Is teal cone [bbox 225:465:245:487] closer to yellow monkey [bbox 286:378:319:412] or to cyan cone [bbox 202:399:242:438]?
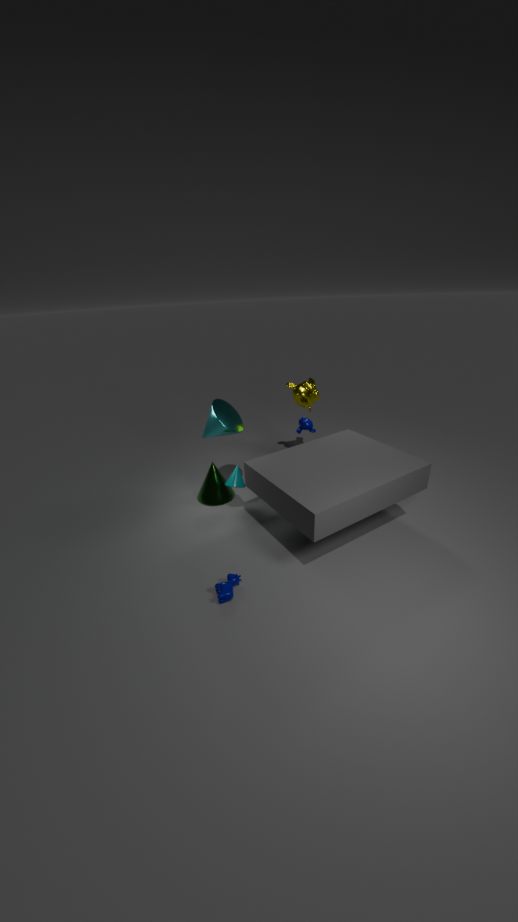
cyan cone [bbox 202:399:242:438]
